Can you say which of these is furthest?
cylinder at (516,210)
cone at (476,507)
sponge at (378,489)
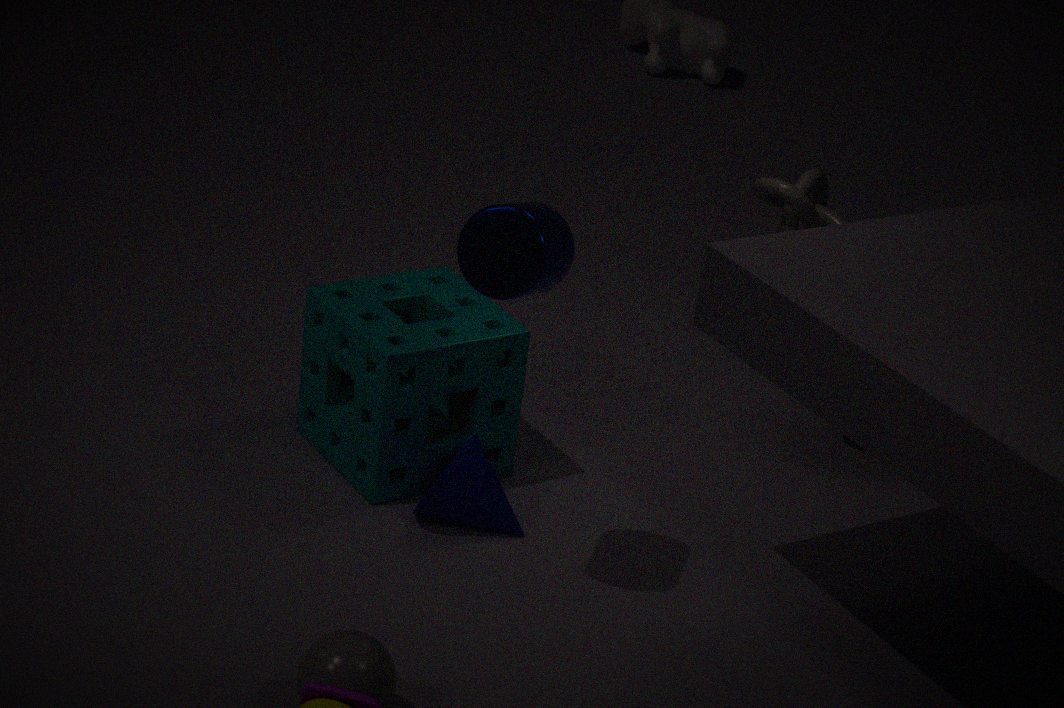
sponge at (378,489)
